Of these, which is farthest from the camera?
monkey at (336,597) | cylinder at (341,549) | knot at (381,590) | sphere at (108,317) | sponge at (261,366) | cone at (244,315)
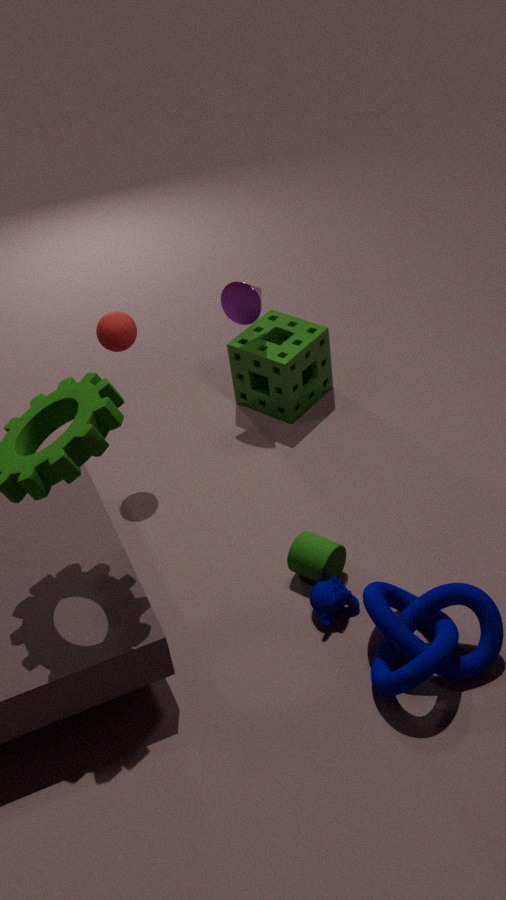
sponge at (261,366)
